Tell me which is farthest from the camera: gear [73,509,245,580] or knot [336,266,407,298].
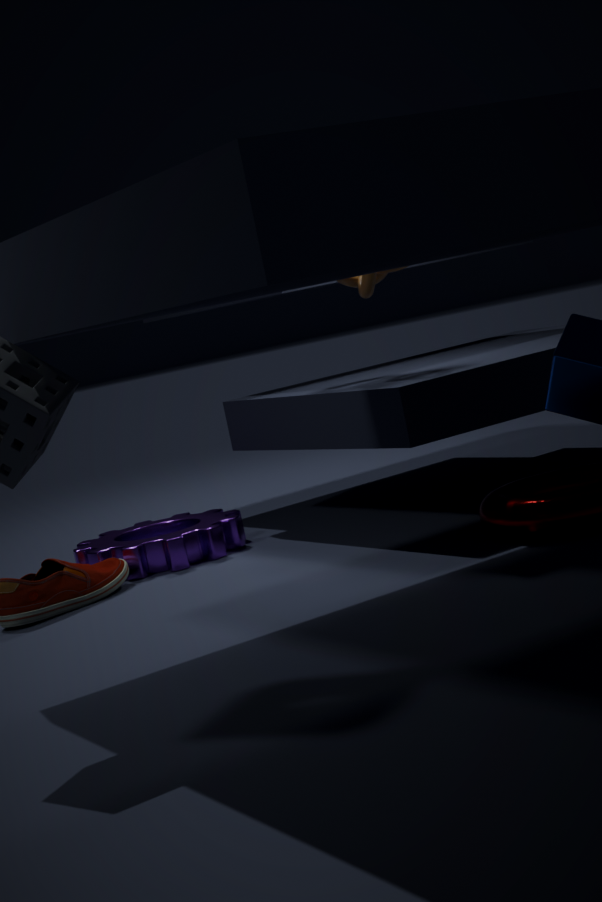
gear [73,509,245,580]
